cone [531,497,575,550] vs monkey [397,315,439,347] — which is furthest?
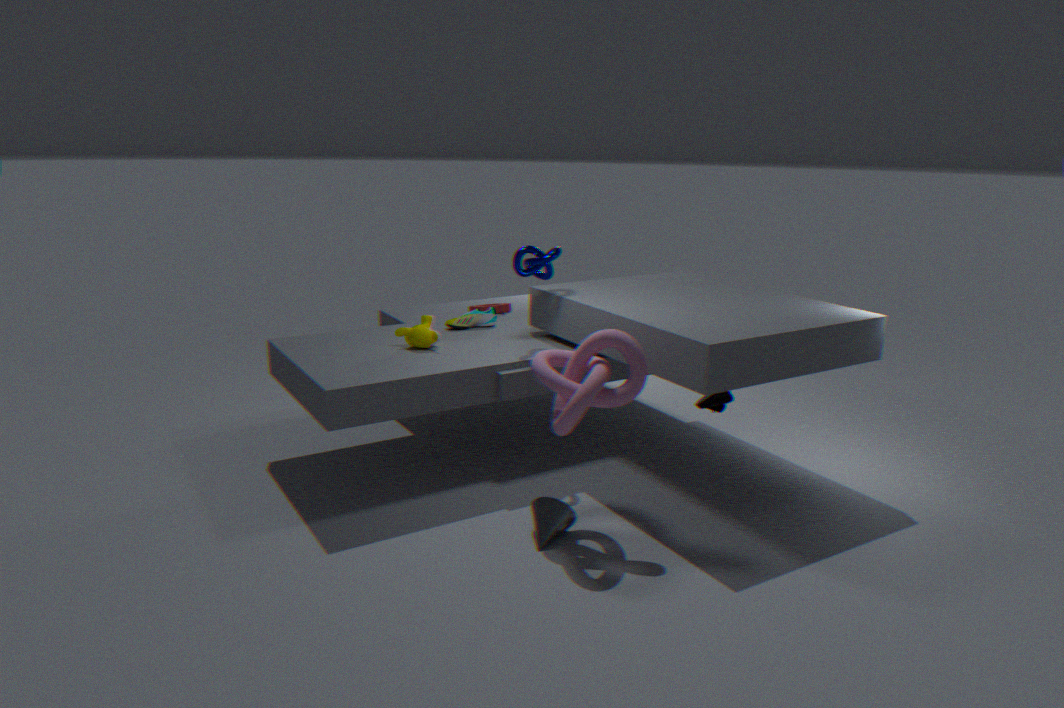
monkey [397,315,439,347]
